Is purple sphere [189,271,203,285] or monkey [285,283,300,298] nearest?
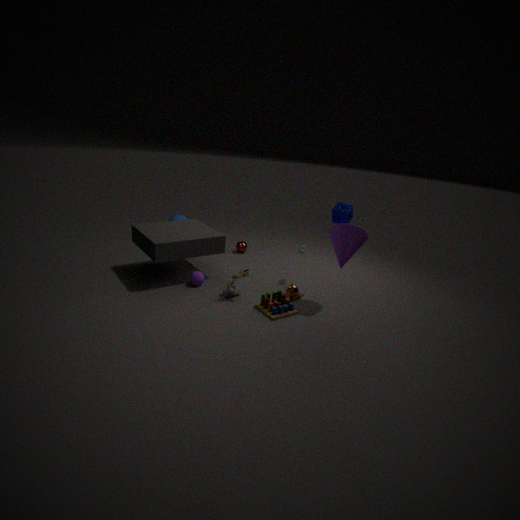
monkey [285,283,300,298]
